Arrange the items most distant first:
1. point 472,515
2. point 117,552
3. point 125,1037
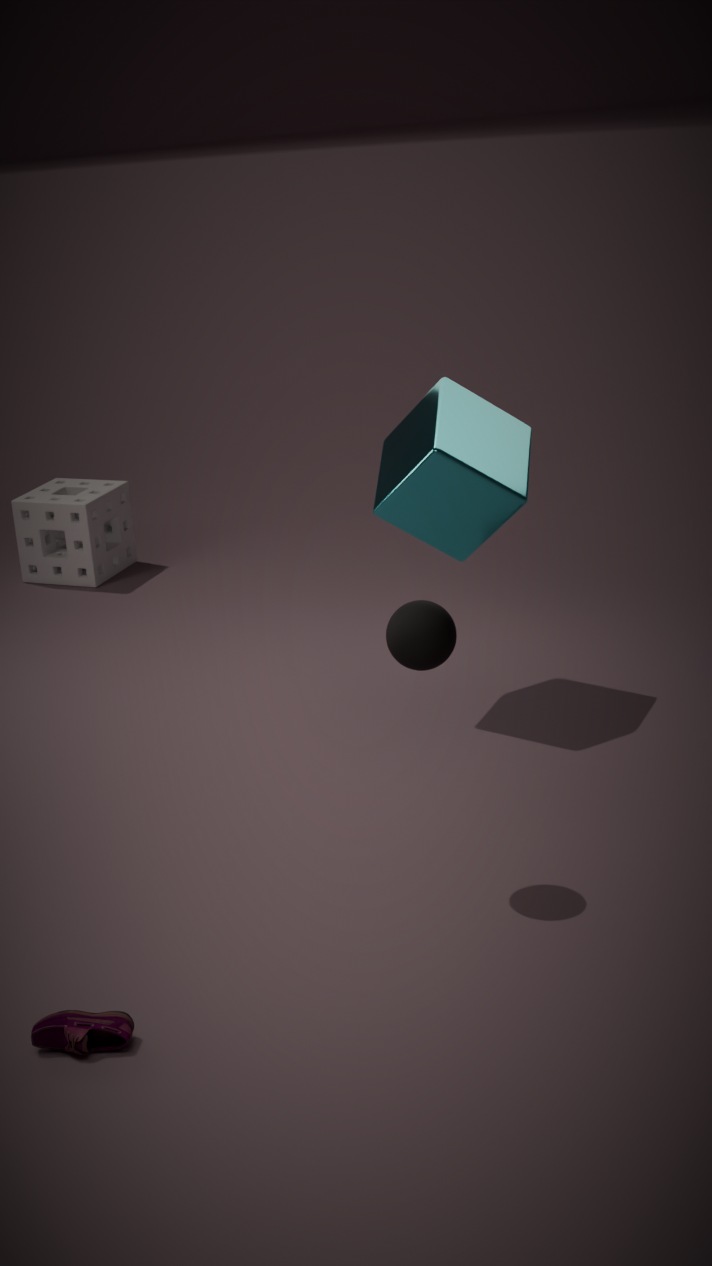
point 117,552, point 472,515, point 125,1037
